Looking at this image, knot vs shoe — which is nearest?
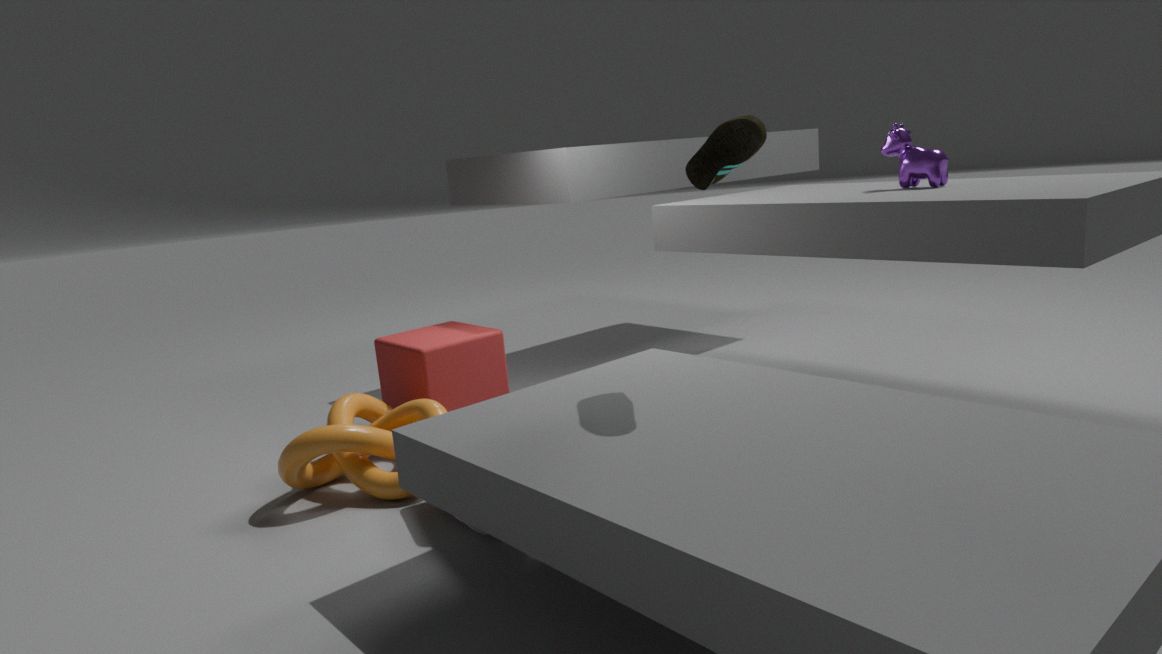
shoe
